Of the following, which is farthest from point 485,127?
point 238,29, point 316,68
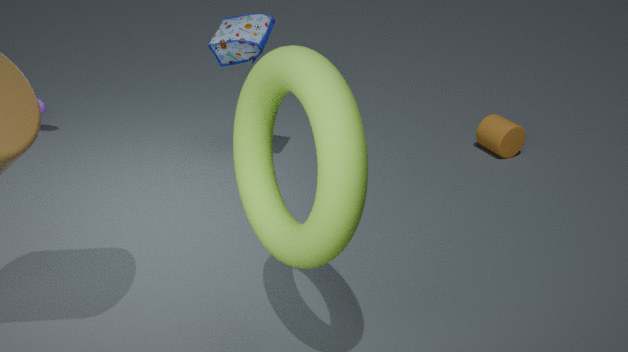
point 316,68
